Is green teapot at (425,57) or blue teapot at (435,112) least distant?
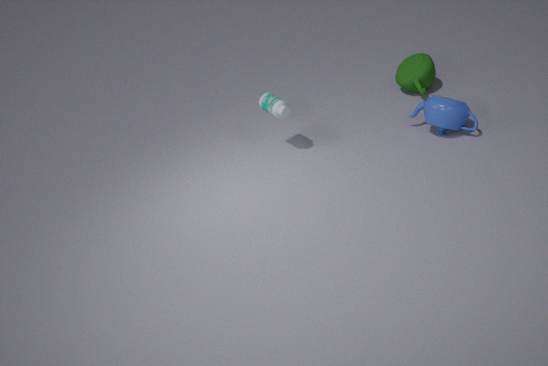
blue teapot at (435,112)
